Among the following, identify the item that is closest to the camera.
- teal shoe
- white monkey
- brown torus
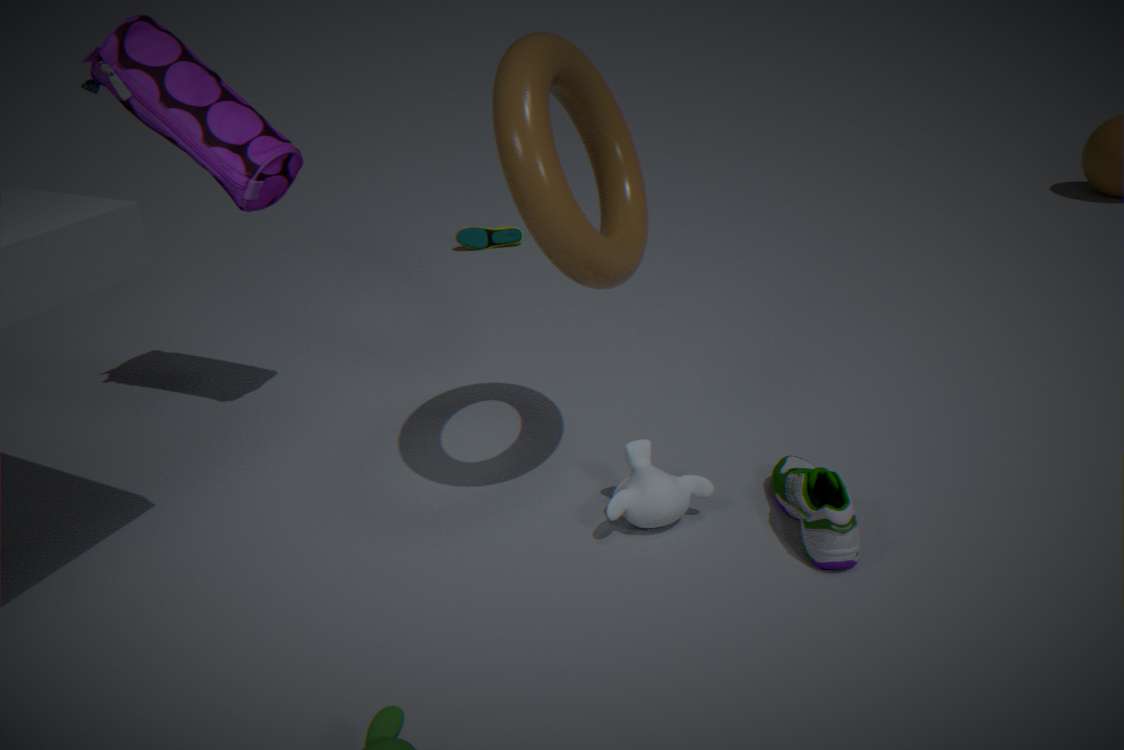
brown torus
